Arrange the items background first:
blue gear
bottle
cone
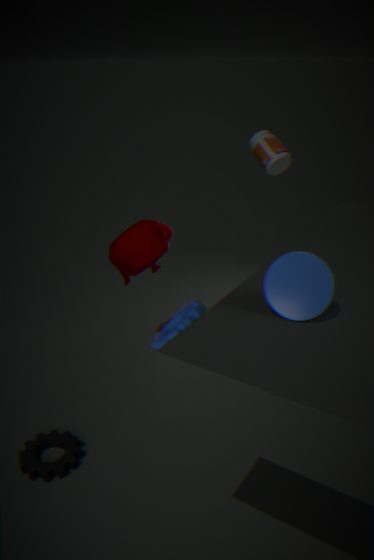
bottle < blue gear < cone
